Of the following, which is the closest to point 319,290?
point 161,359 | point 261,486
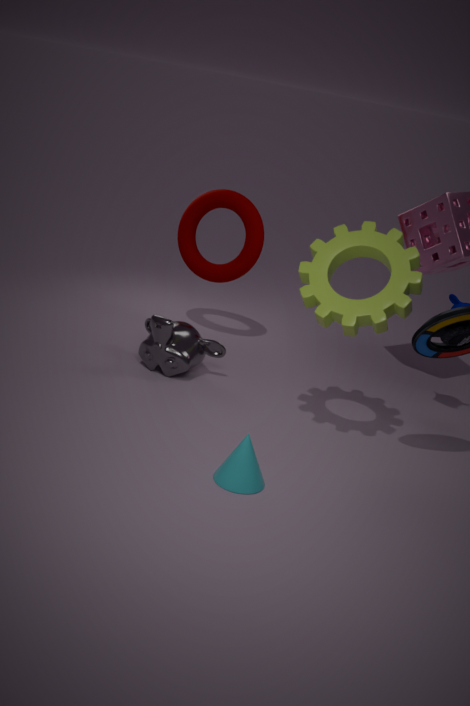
point 261,486
